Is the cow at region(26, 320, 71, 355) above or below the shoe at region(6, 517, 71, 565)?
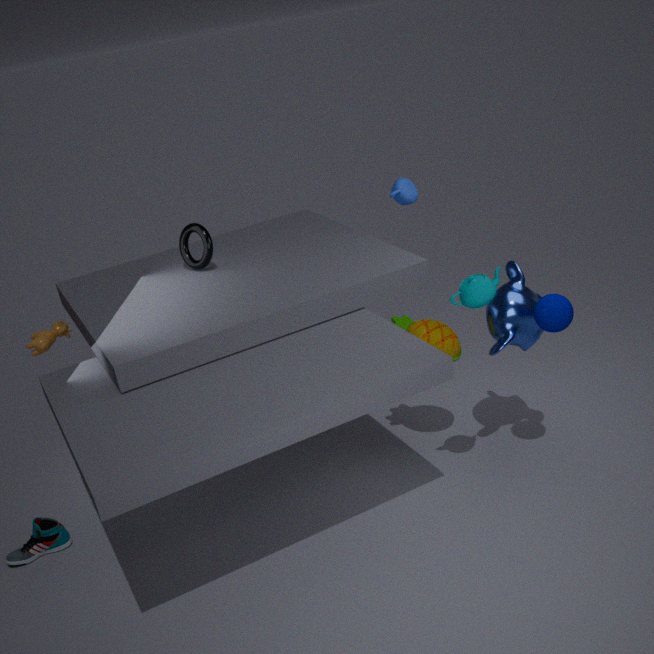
above
